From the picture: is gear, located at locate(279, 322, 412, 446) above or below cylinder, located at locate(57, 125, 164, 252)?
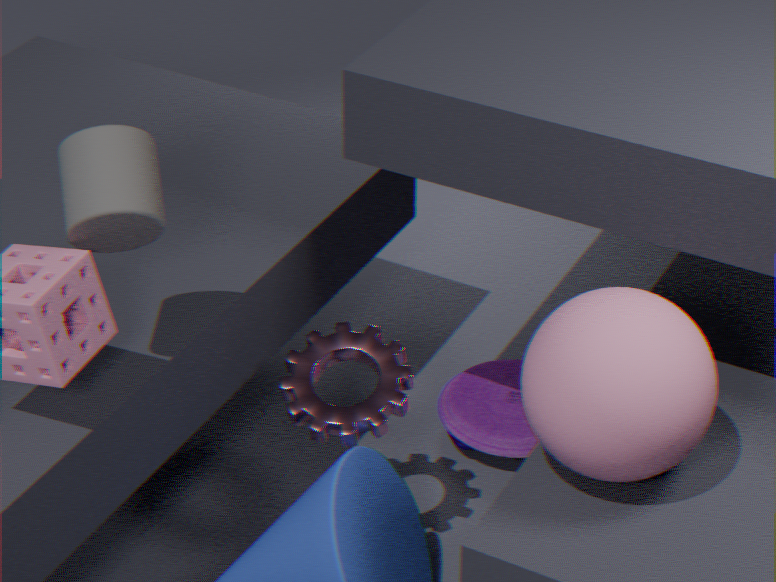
below
